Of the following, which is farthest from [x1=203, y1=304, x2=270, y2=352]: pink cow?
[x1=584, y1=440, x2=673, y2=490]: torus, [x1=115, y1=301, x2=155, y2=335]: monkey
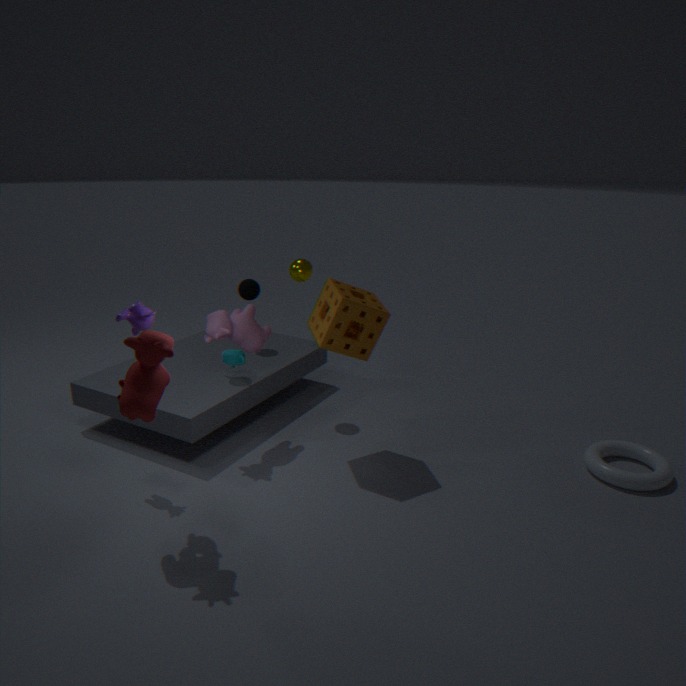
[x1=584, y1=440, x2=673, y2=490]: torus
